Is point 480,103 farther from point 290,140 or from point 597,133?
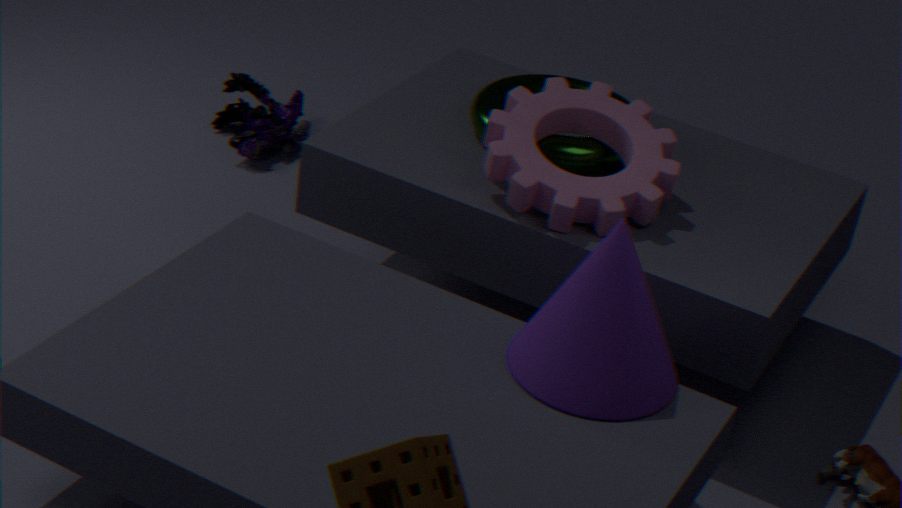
point 290,140
